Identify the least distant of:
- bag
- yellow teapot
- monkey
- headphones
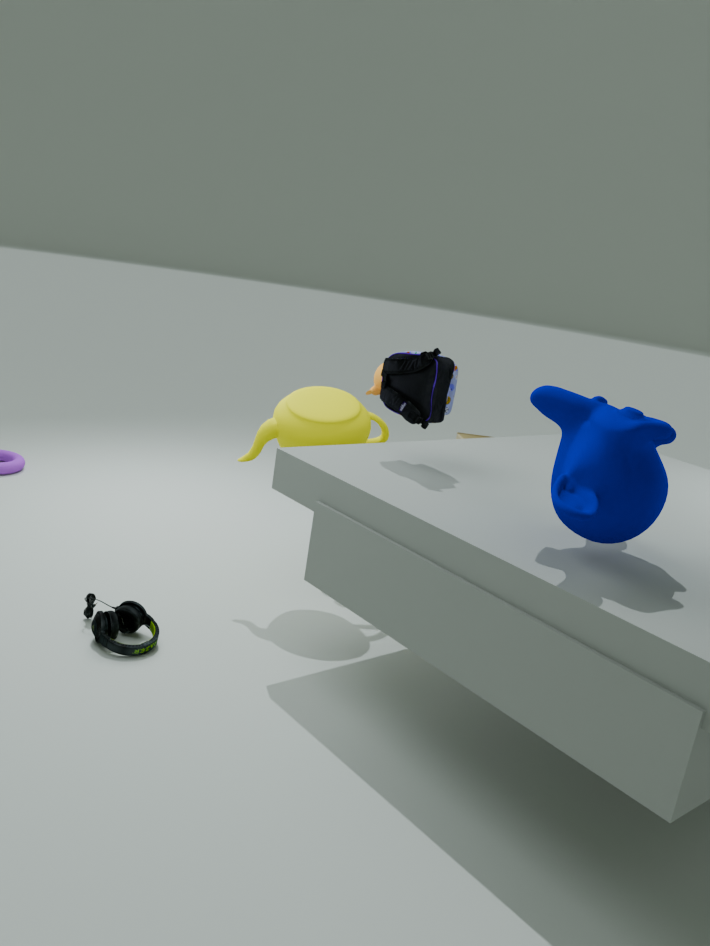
monkey
